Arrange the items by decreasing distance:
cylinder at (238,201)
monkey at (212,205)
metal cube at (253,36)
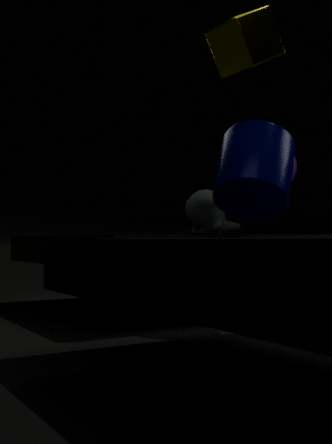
monkey at (212,205) → cylinder at (238,201) → metal cube at (253,36)
